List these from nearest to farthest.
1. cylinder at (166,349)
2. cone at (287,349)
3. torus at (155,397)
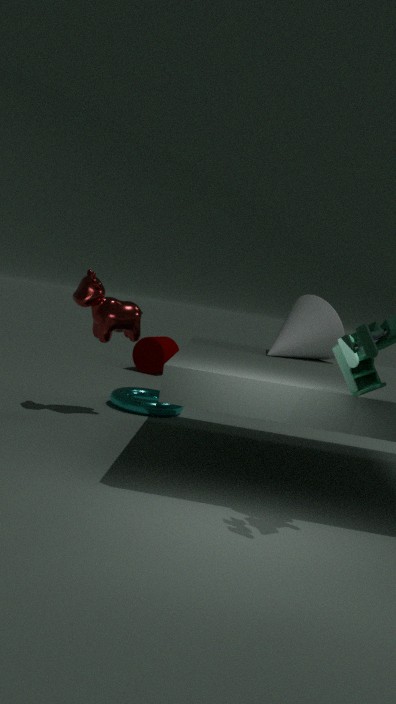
cone at (287,349) < torus at (155,397) < cylinder at (166,349)
